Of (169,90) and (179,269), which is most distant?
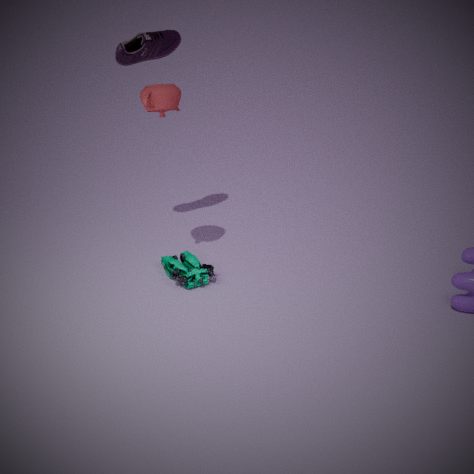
(179,269)
